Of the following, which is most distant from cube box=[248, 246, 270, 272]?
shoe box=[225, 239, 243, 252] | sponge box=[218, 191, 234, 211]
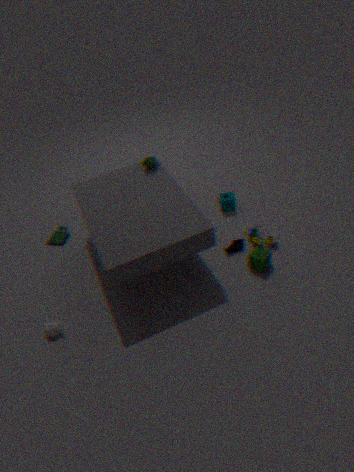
sponge box=[218, 191, 234, 211]
